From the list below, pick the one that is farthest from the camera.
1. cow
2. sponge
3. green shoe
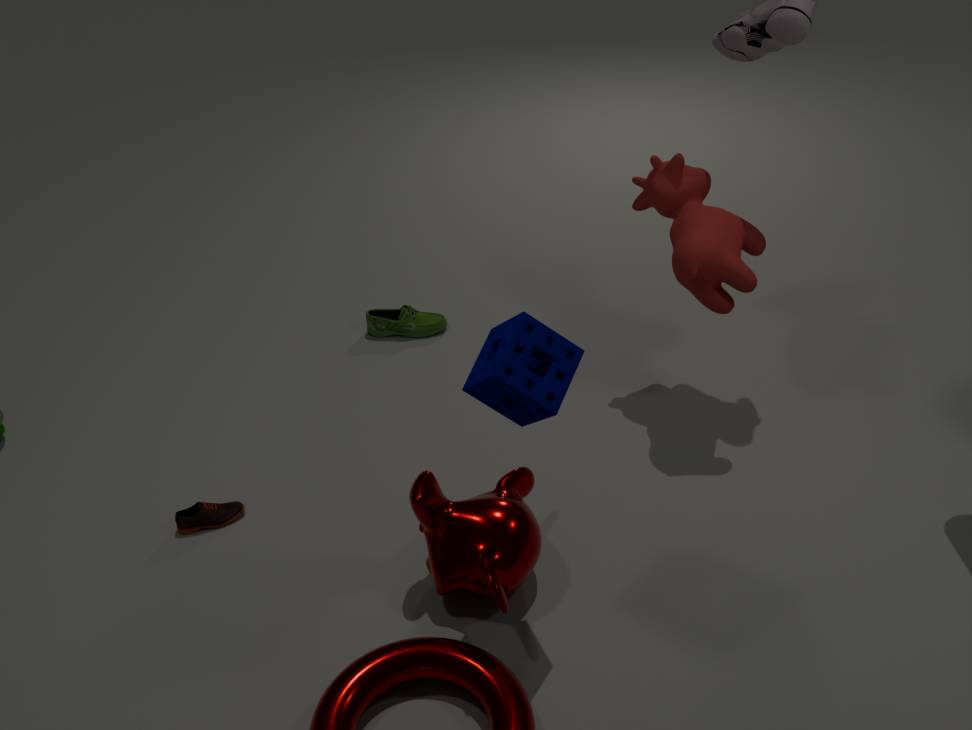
green shoe
